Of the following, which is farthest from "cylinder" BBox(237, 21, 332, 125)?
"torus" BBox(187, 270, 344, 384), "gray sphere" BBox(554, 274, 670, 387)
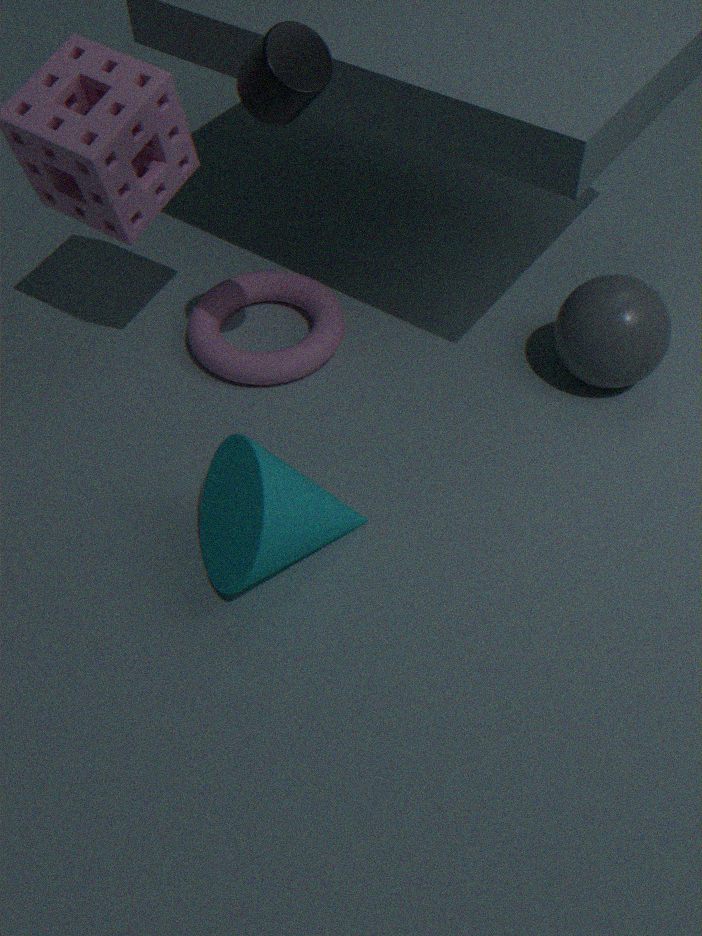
"gray sphere" BBox(554, 274, 670, 387)
